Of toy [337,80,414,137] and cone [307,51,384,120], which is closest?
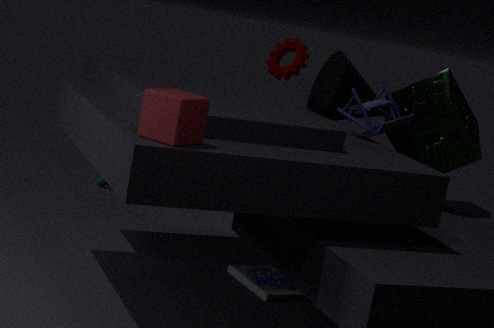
toy [337,80,414,137]
